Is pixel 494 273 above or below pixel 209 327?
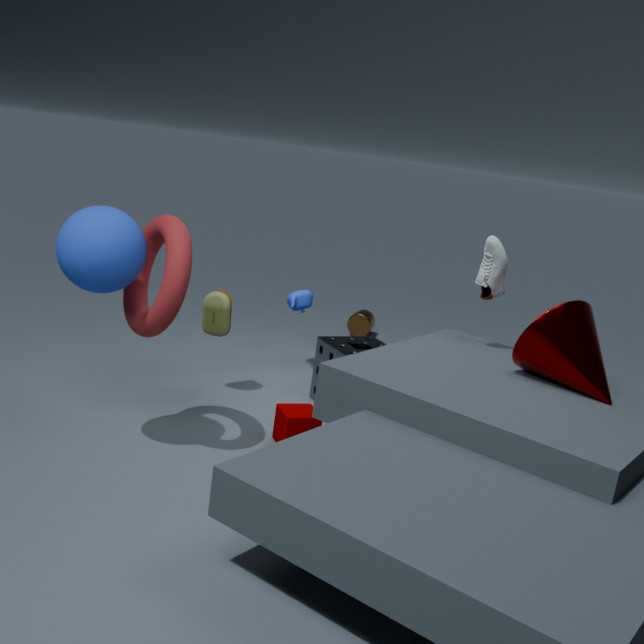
above
